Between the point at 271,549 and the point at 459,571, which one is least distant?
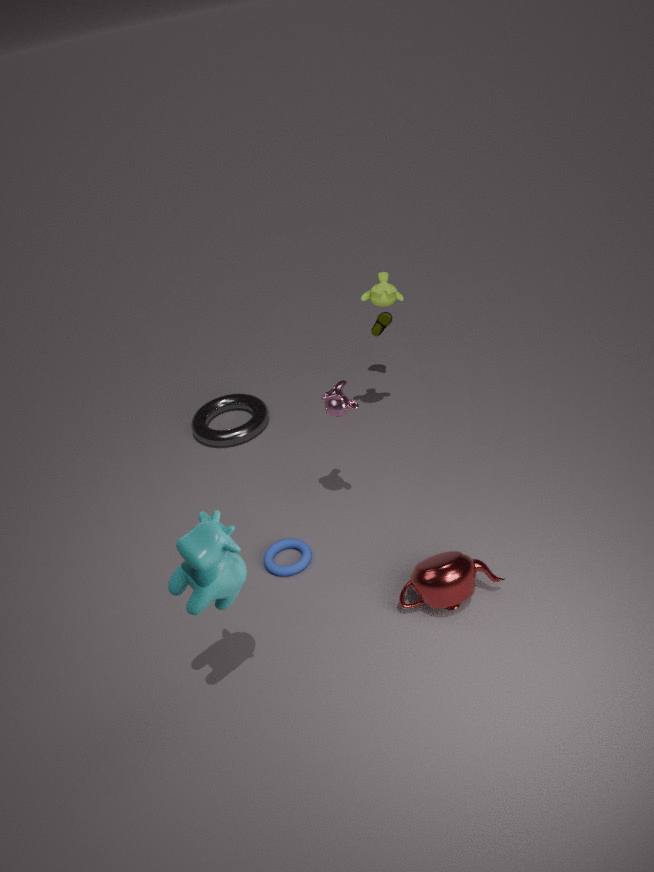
the point at 459,571
